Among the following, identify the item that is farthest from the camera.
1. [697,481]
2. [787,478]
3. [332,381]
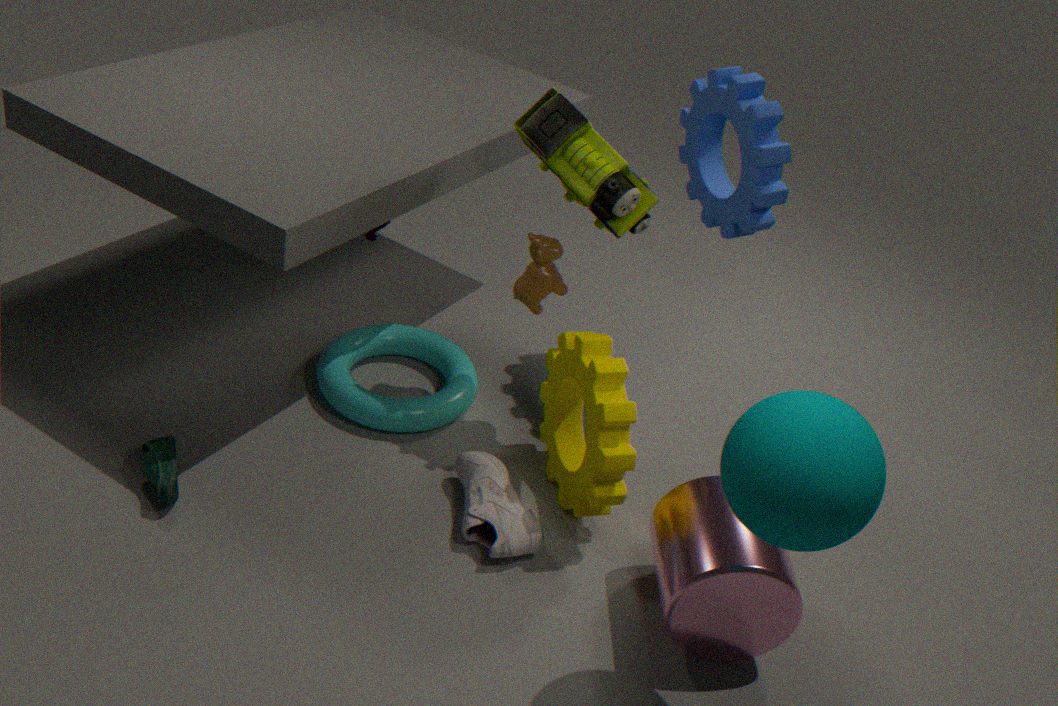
[332,381]
